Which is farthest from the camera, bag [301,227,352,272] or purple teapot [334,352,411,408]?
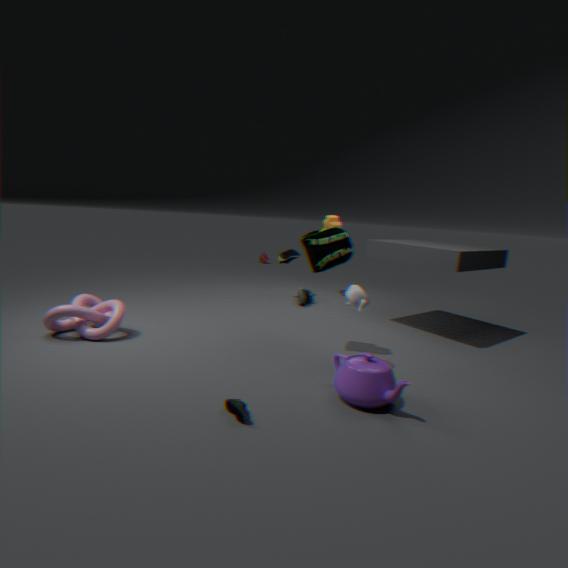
bag [301,227,352,272]
